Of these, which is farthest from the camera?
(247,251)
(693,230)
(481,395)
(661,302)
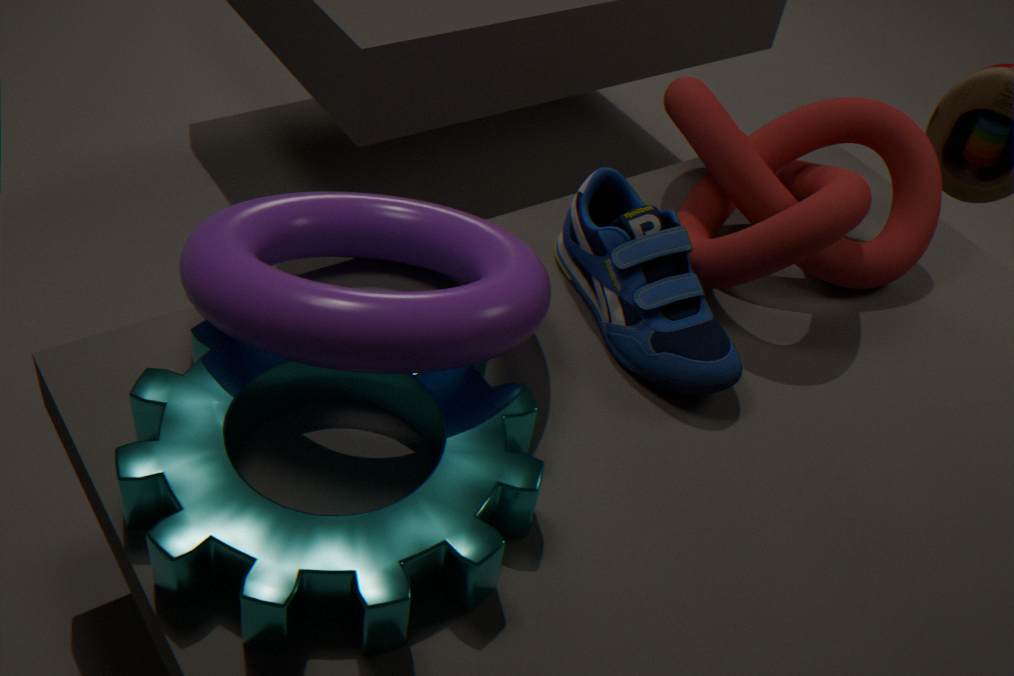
(693,230)
